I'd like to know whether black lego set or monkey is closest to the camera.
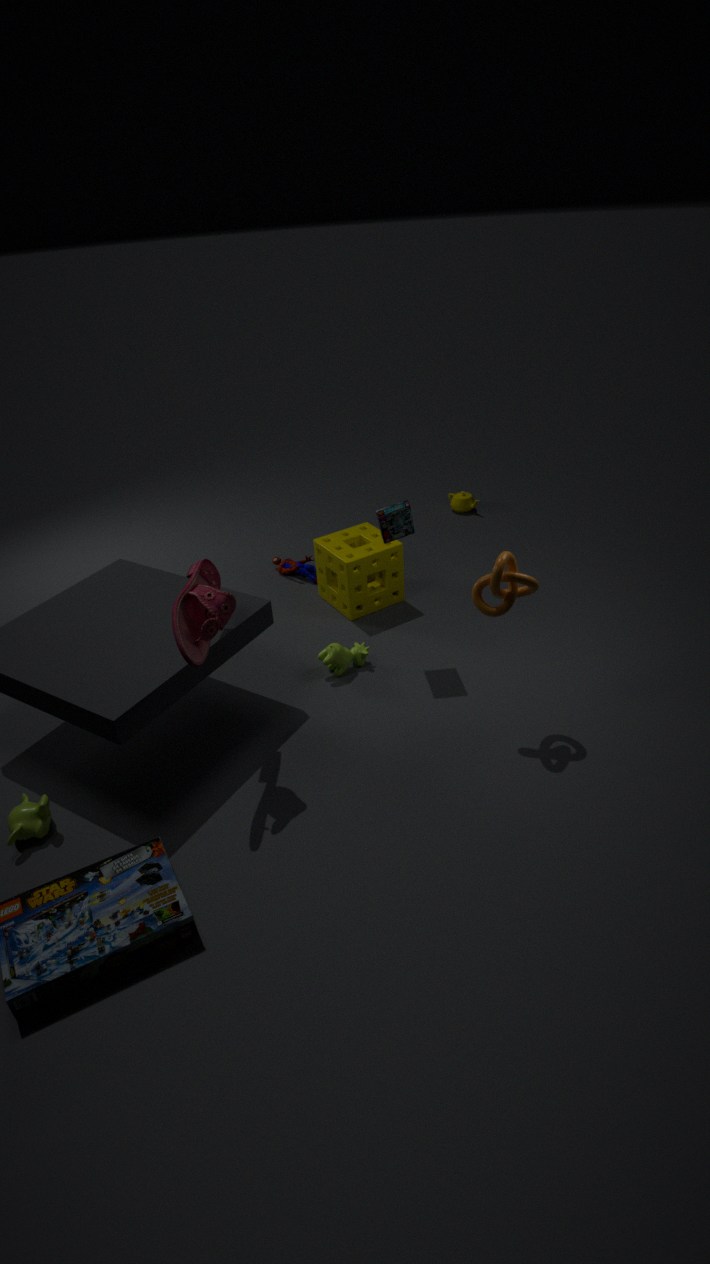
monkey
